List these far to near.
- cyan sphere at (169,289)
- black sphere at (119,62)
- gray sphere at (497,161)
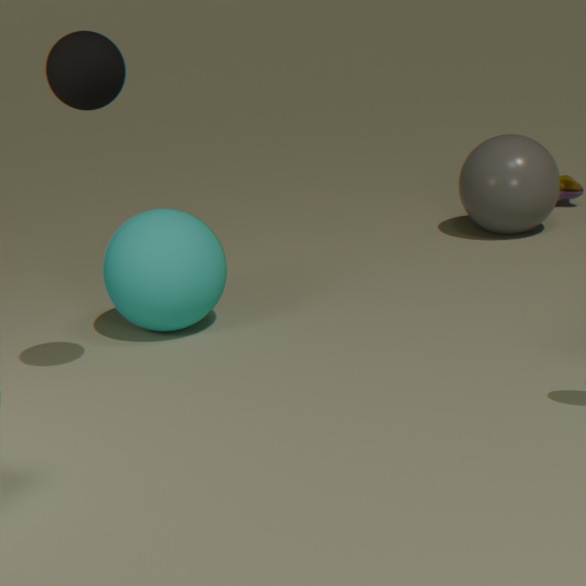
gray sphere at (497,161)
cyan sphere at (169,289)
black sphere at (119,62)
